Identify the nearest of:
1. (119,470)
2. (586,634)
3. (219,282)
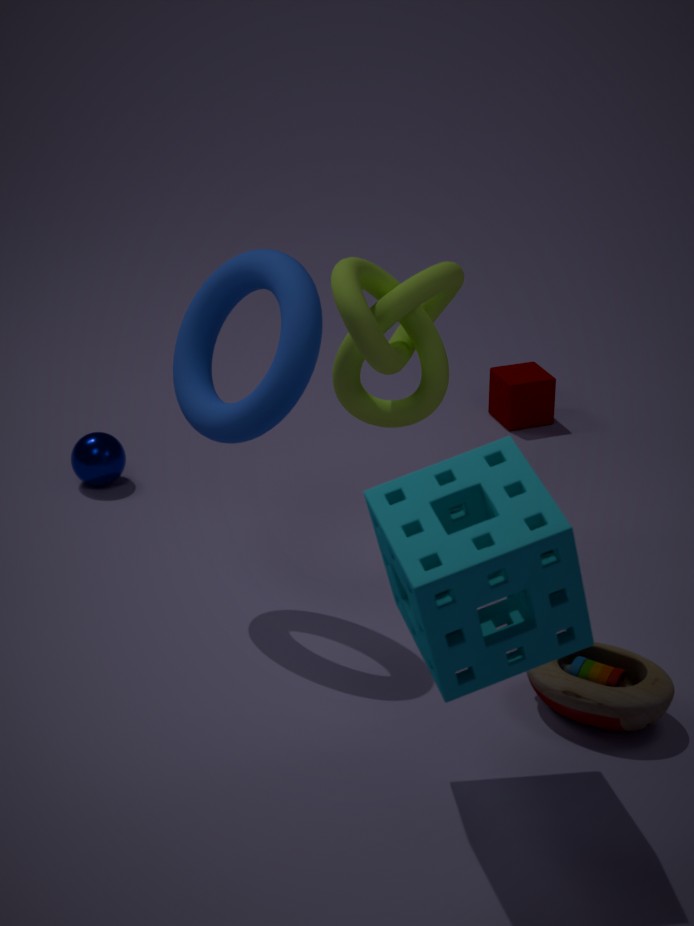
(586,634)
